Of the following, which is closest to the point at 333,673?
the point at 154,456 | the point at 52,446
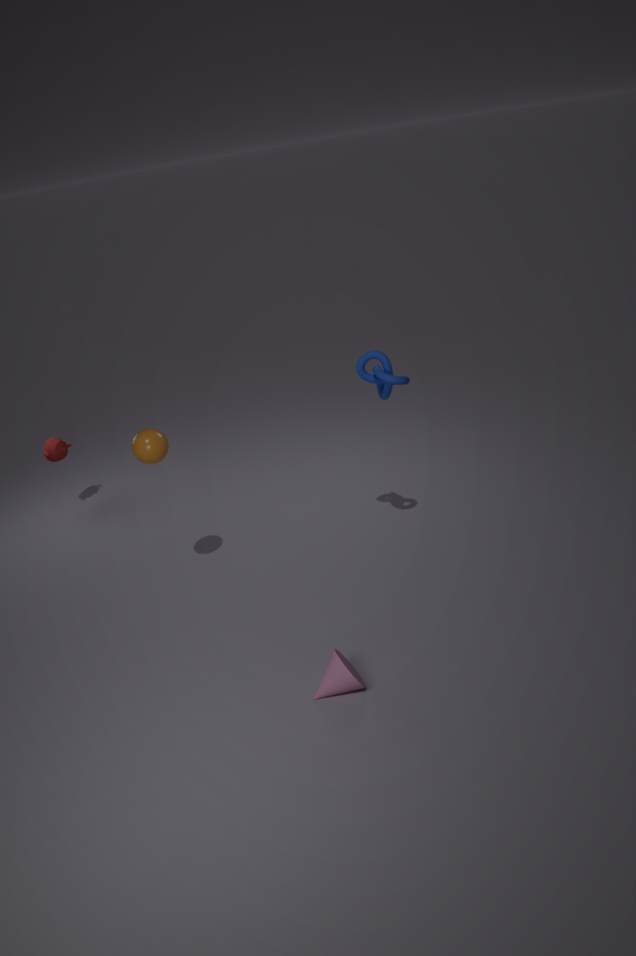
the point at 154,456
